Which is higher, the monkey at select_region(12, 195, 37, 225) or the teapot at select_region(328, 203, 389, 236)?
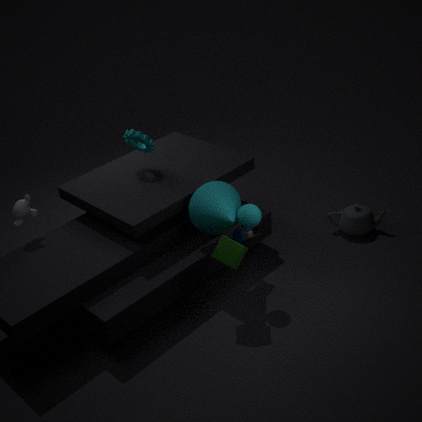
the monkey at select_region(12, 195, 37, 225)
